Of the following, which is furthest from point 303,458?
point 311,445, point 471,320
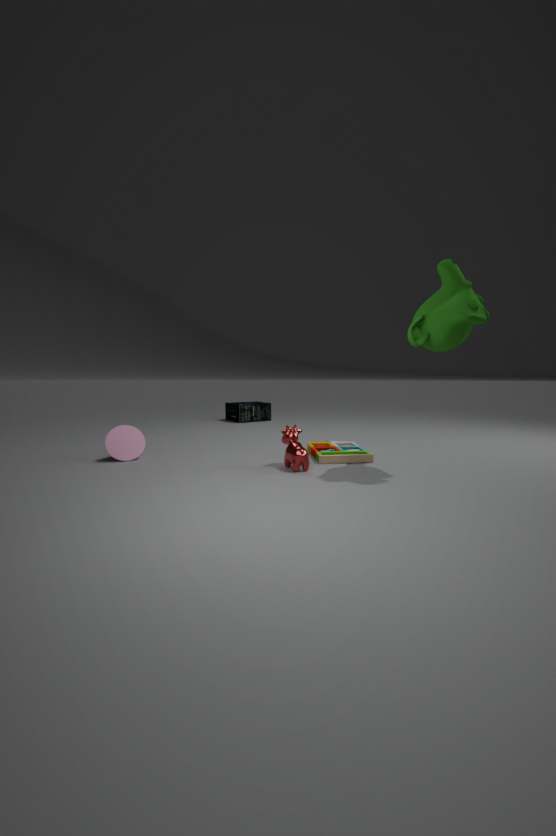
point 471,320
